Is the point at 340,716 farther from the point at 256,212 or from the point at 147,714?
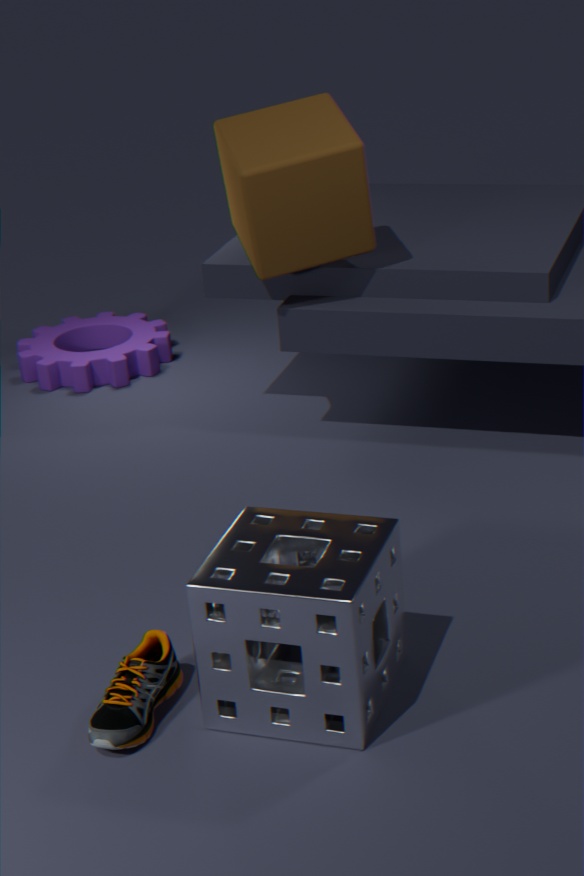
the point at 256,212
